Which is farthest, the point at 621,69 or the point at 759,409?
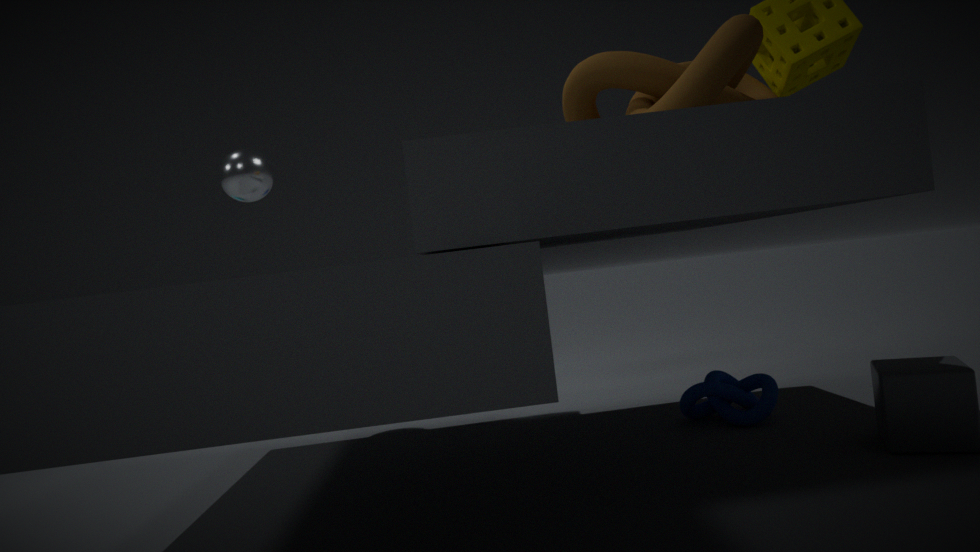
the point at 759,409
